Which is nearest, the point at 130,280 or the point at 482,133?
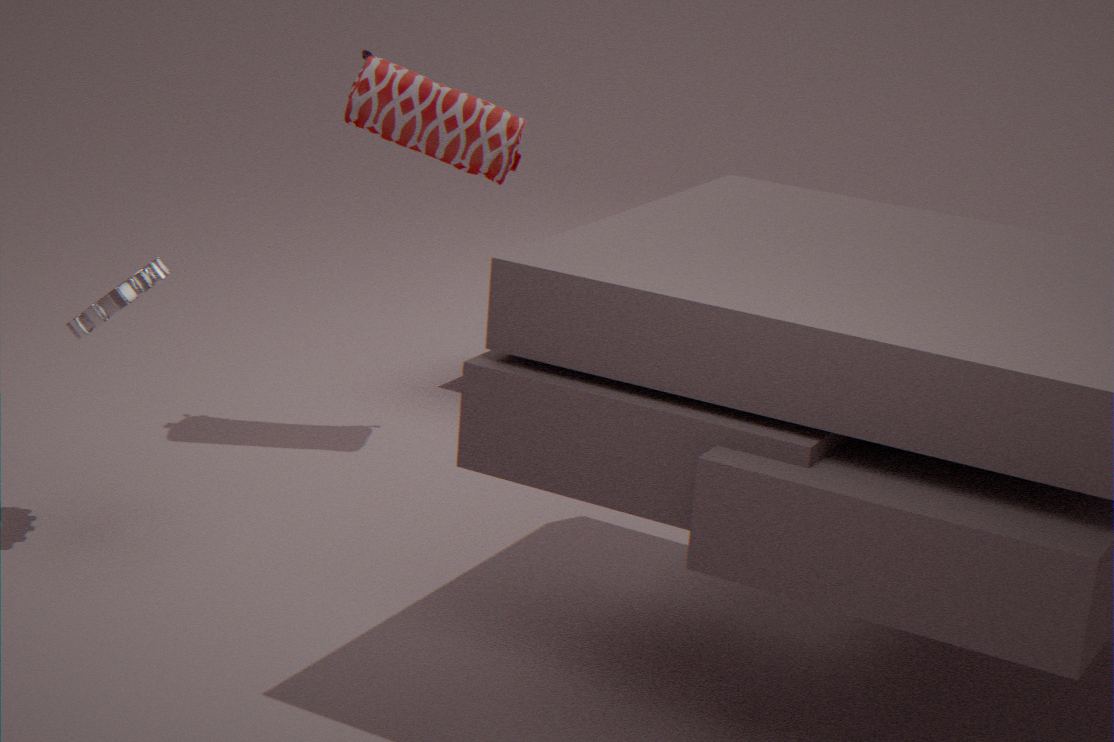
the point at 130,280
